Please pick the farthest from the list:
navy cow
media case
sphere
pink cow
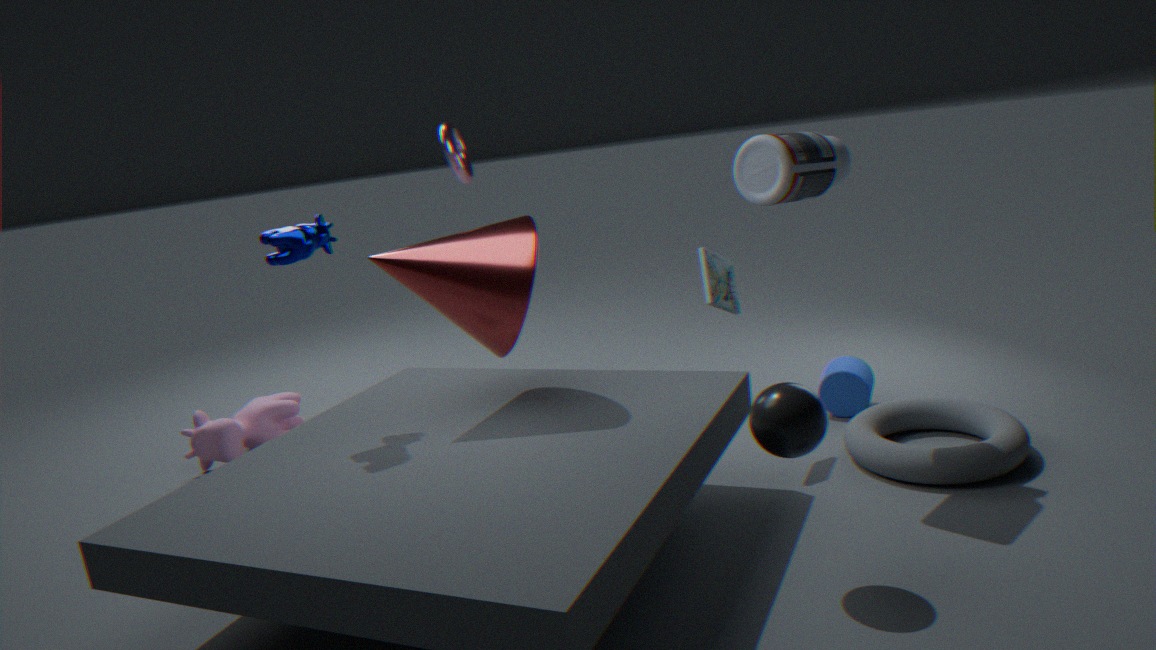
pink cow
